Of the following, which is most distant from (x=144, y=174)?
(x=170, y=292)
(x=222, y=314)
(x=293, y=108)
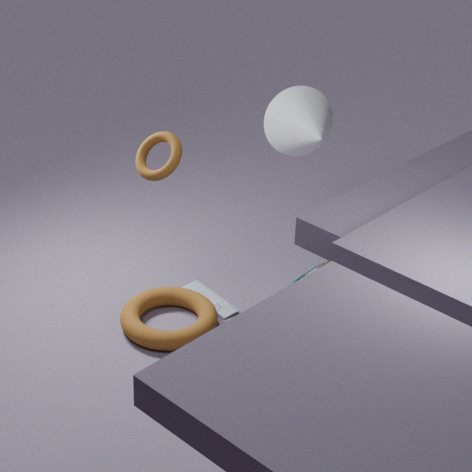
(x=293, y=108)
